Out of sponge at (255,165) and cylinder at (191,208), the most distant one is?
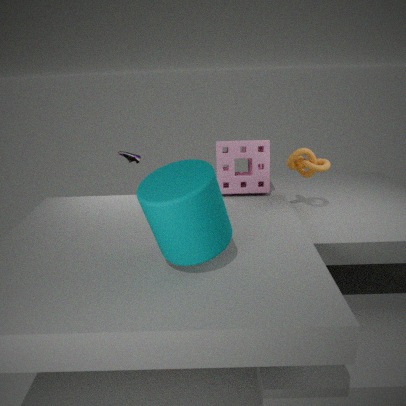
sponge at (255,165)
